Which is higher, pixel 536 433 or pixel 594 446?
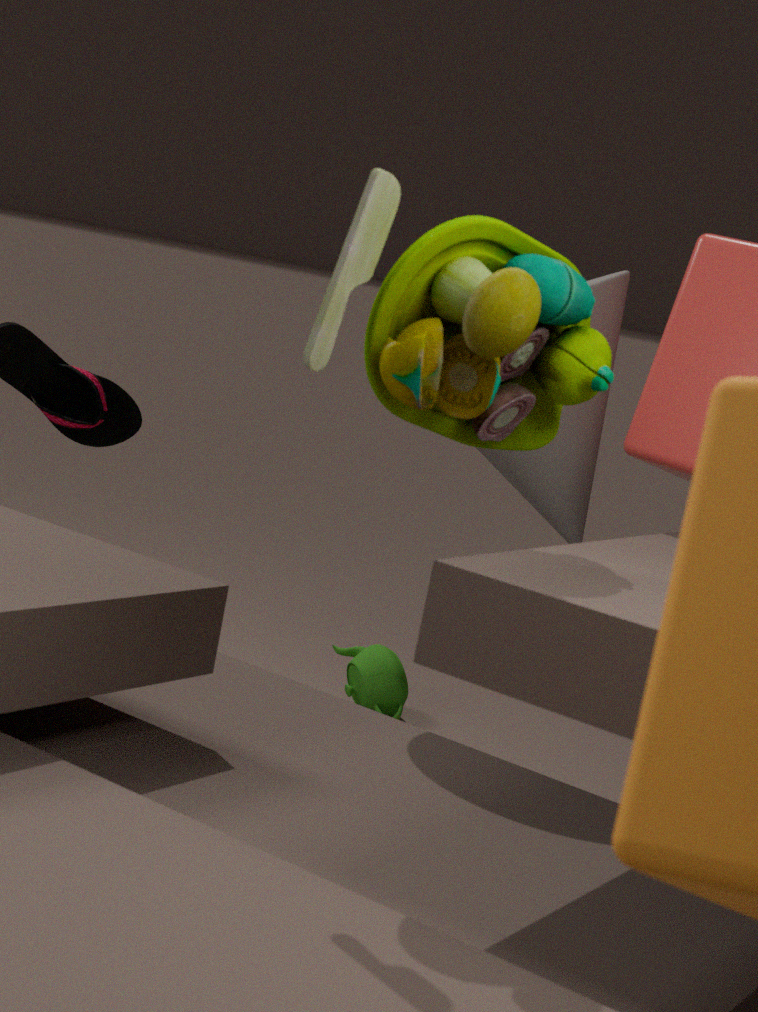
pixel 536 433
